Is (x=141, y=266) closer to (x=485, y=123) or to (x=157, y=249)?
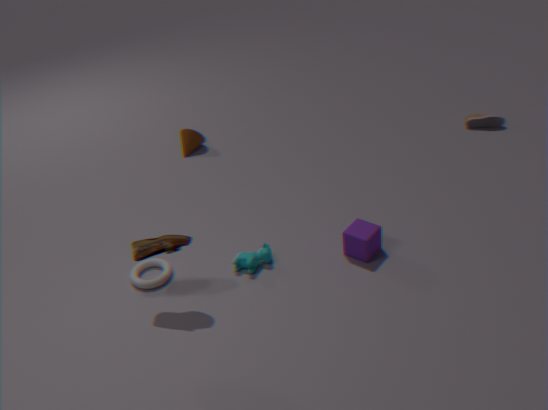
(x=157, y=249)
